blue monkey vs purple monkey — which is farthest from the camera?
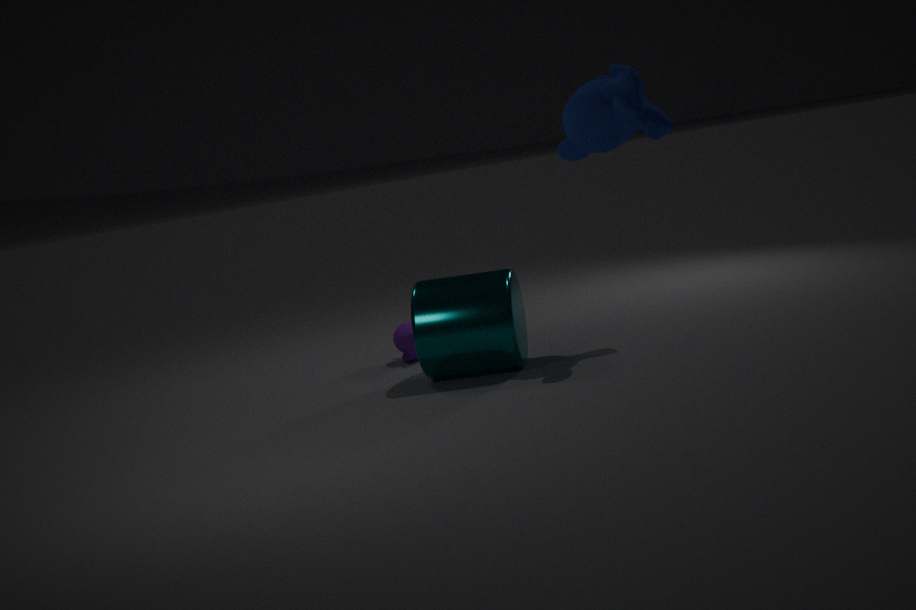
purple monkey
